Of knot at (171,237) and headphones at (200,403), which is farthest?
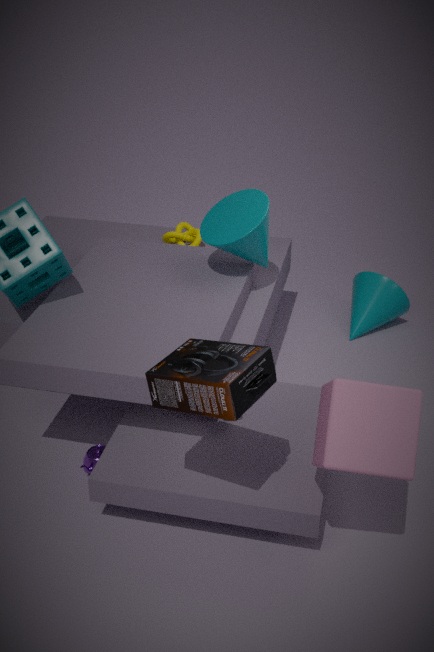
knot at (171,237)
